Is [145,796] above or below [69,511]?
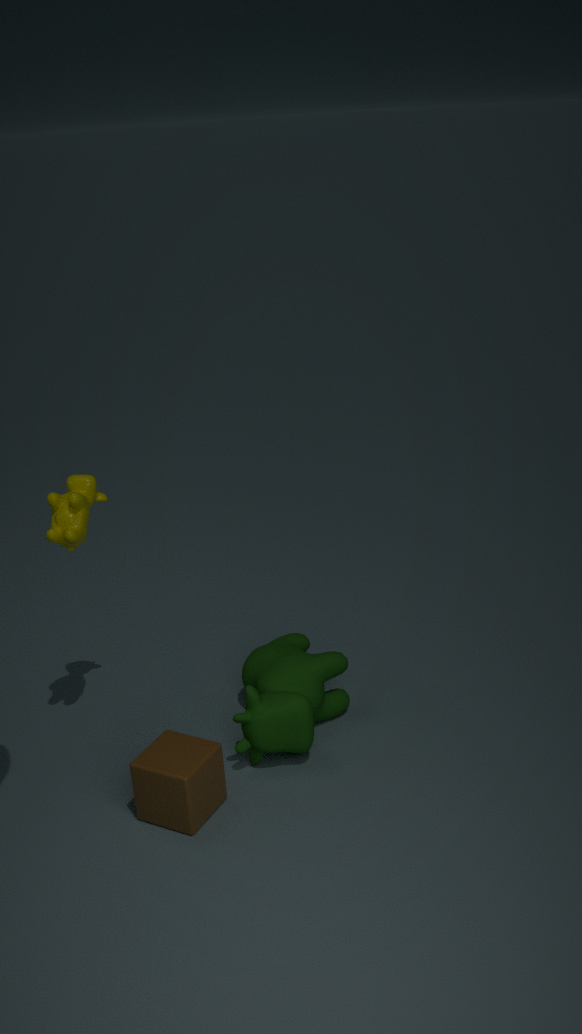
below
